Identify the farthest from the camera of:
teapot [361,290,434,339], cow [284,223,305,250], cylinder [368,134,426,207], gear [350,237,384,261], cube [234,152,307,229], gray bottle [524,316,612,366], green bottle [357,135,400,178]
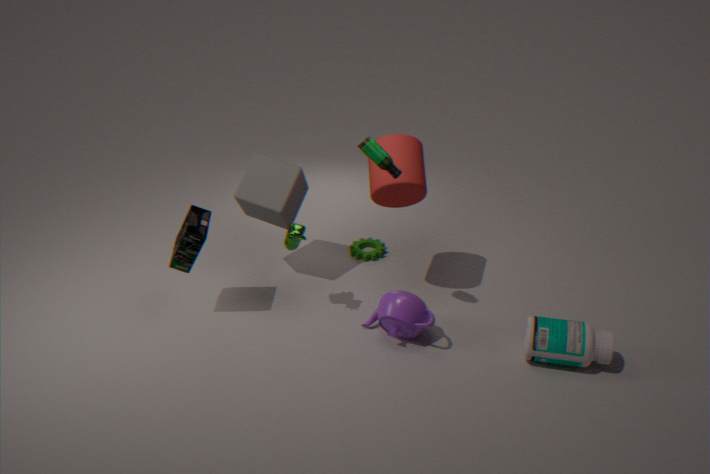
gear [350,237,384,261]
